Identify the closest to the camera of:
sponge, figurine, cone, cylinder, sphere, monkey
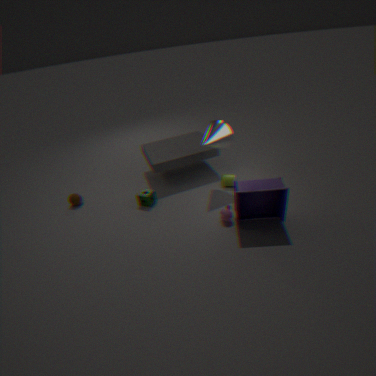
figurine
